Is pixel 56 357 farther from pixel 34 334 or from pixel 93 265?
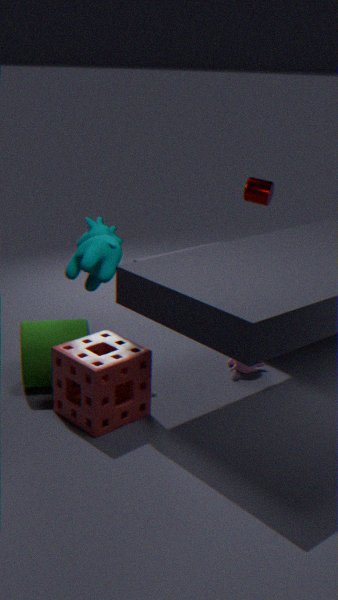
pixel 93 265
